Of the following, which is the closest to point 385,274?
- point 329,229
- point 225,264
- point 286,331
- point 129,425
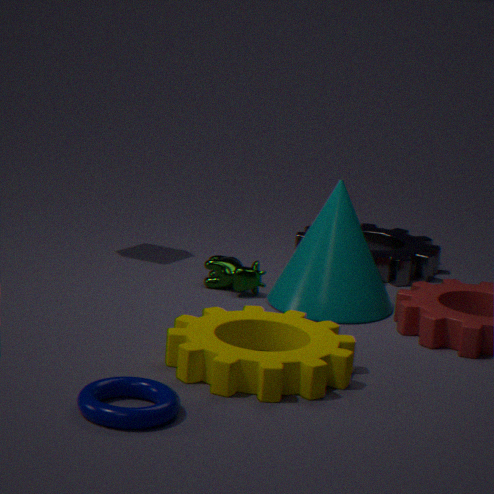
point 329,229
